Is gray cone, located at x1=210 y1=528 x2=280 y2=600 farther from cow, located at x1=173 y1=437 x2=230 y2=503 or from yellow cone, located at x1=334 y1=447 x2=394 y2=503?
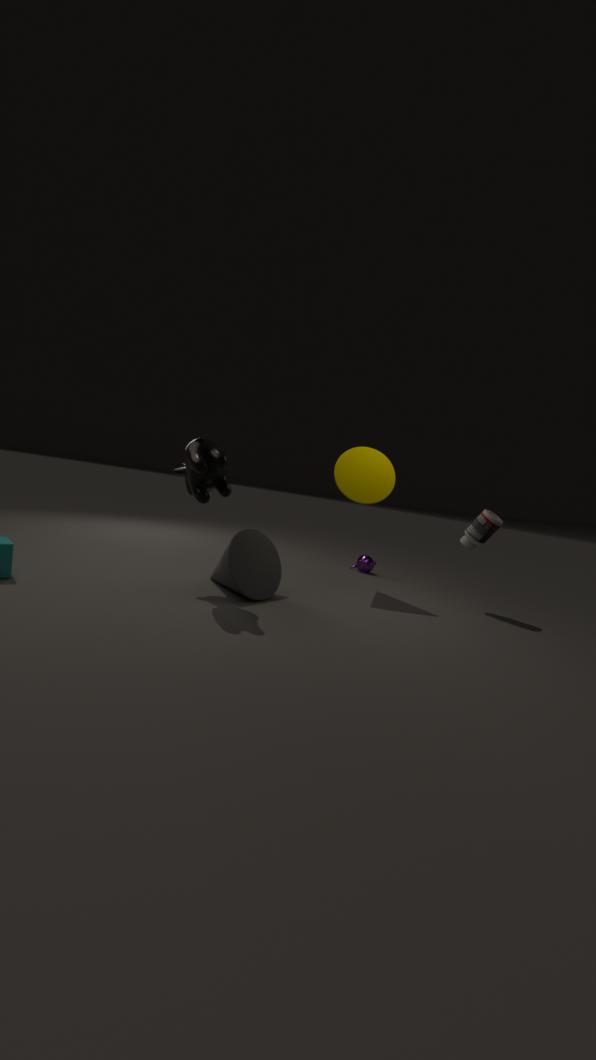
yellow cone, located at x1=334 y1=447 x2=394 y2=503
